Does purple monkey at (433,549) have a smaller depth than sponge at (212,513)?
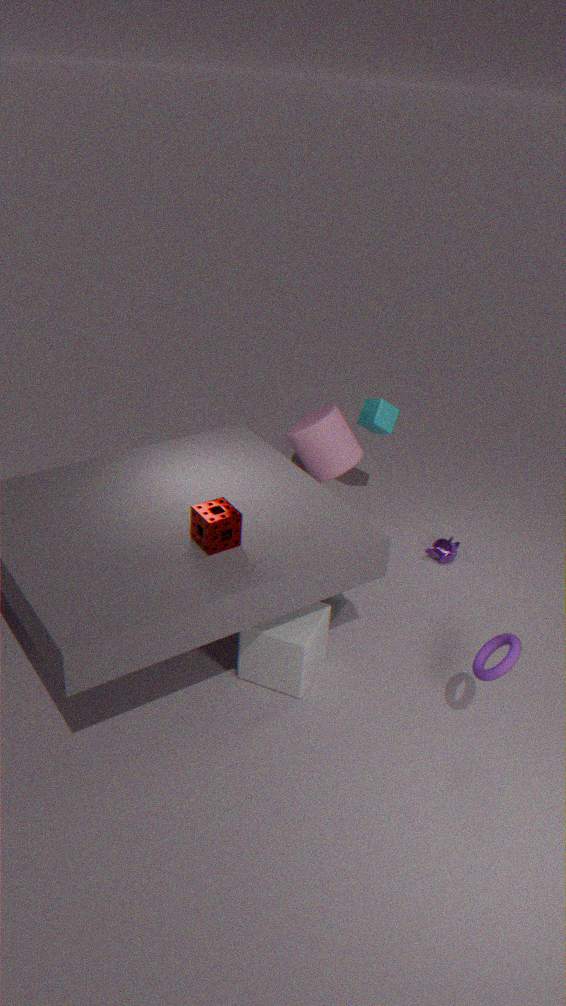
No
